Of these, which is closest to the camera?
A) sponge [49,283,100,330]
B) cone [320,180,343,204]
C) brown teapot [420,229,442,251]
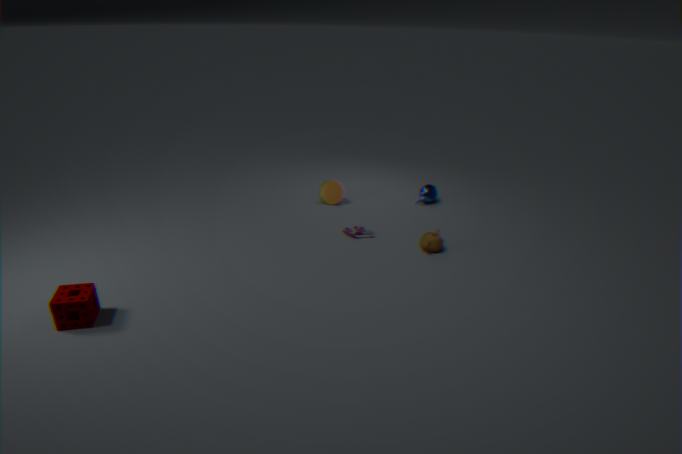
sponge [49,283,100,330]
